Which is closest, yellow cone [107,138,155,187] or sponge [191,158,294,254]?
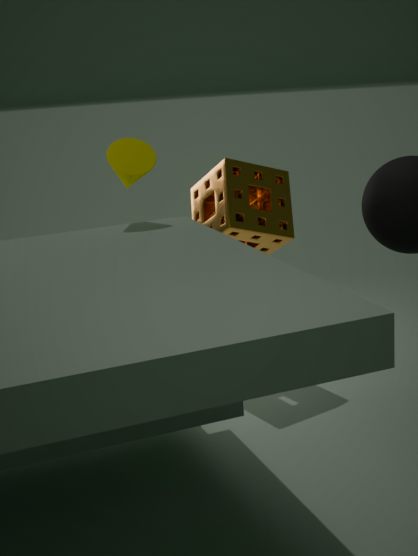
yellow cone [107,138,155,187]
